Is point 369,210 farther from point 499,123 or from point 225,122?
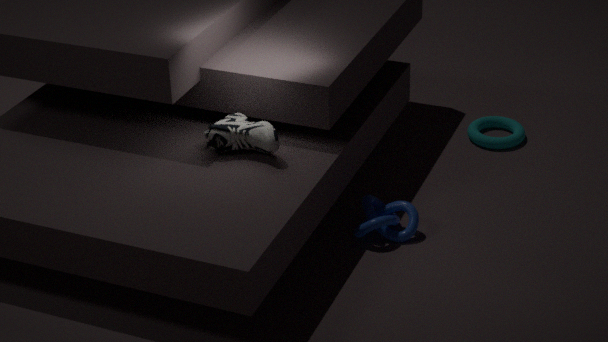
point 499,123
